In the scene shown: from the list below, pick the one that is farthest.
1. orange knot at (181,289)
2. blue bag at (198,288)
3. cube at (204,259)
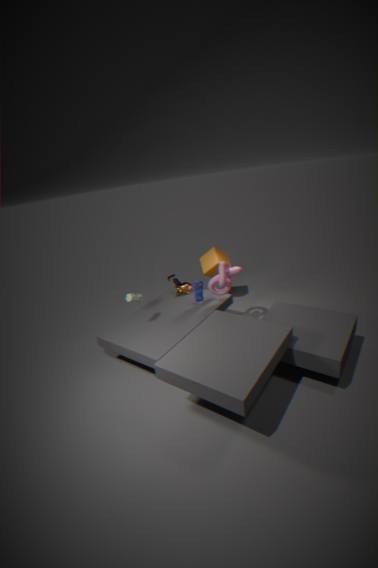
cube at (204,259)
